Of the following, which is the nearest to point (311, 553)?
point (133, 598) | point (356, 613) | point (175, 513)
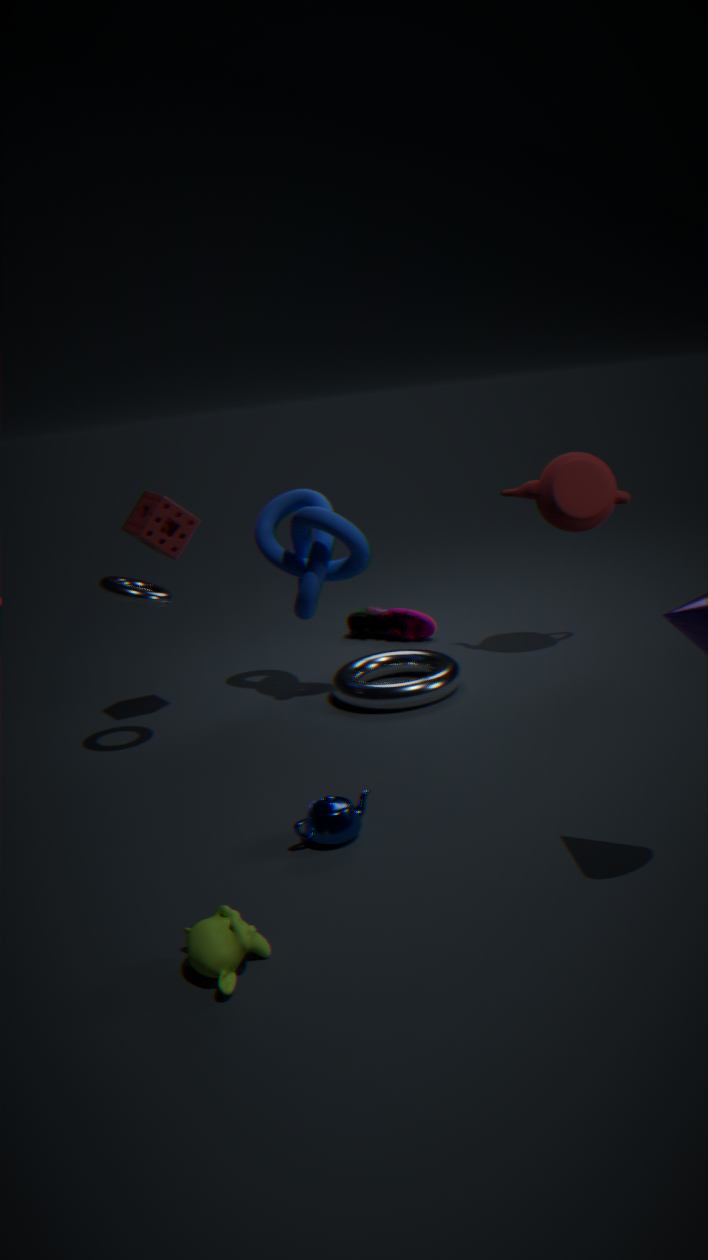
point (175, 513)
